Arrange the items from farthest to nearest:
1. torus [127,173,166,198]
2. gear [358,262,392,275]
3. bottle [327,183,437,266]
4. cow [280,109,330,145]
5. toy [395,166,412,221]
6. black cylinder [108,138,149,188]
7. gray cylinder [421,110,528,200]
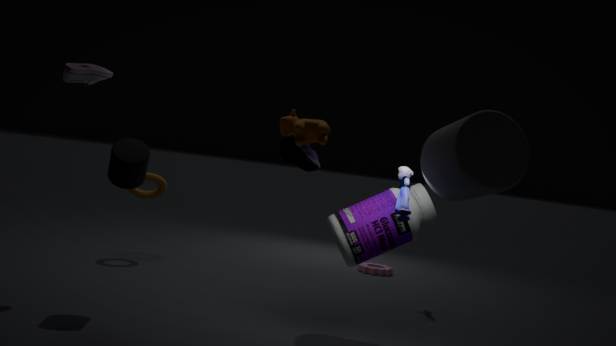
gear [358,262,392,275]
torus [127,173,166,198]
bottle [327,183,437,266]
black cylinder [108,138,149,188]
toy [395,166,412,221]
gray cylinder [421,110,528,200]
cow [280,109,330,145]
